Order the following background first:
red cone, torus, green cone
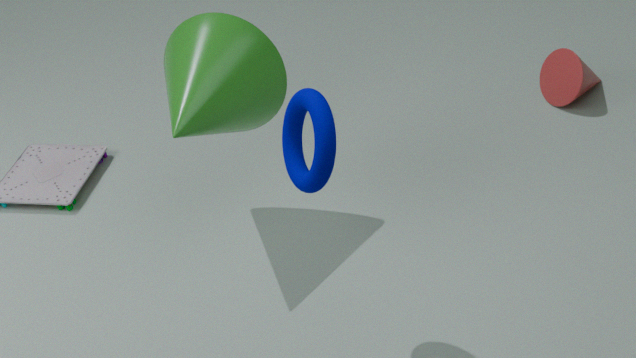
red cone < green cone < torus
